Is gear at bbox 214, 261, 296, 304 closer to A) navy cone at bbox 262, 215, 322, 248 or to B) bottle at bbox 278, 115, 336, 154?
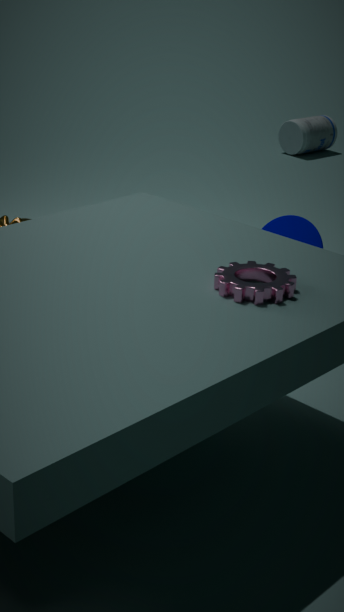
A) navy cone at bbox 262, 215, 322, 248
